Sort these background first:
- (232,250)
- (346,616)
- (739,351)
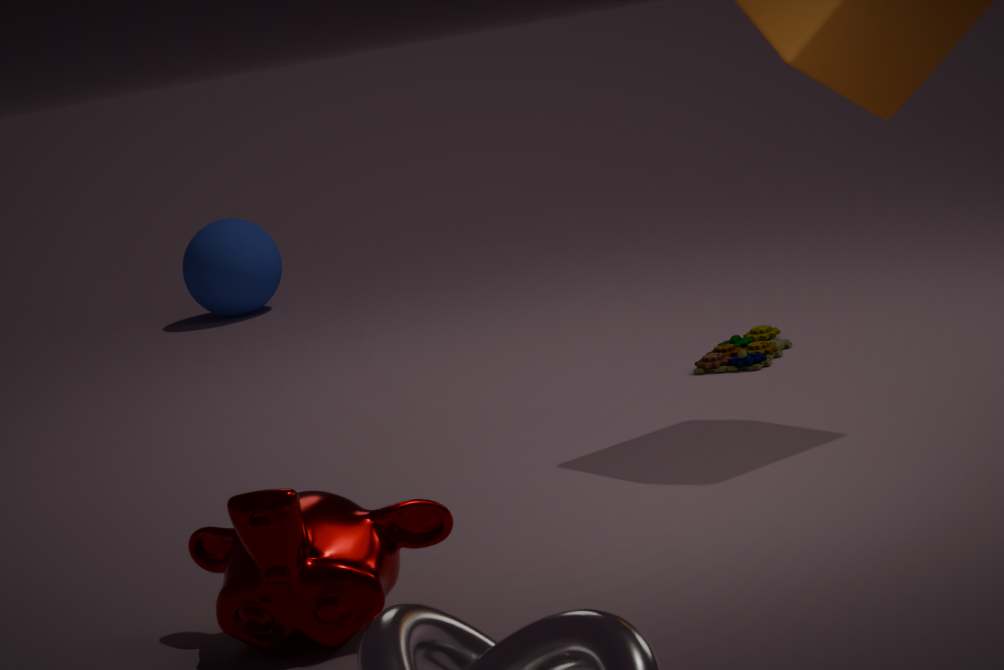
1. (232,250)
2. (739,351)
3. (346,616)
